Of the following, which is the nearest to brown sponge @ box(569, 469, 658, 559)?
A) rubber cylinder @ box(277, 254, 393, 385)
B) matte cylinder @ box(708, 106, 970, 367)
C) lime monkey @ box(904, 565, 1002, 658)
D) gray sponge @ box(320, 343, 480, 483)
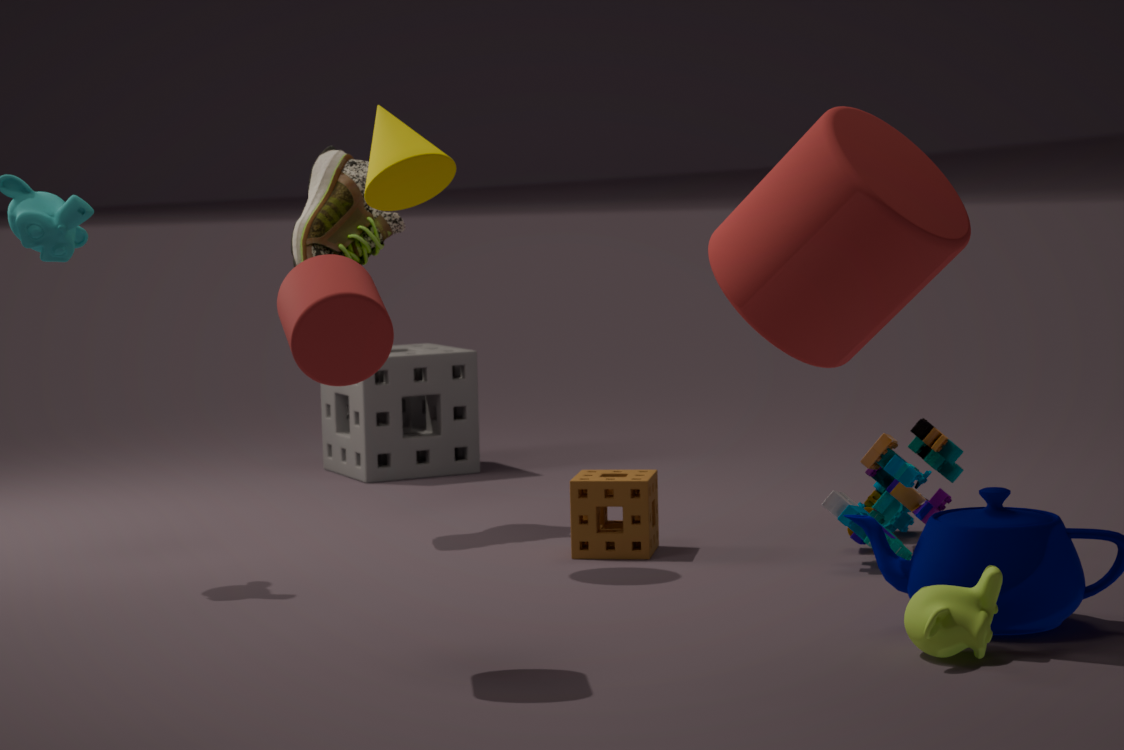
matte cylinder @ box(708, 106, 970, 367)
